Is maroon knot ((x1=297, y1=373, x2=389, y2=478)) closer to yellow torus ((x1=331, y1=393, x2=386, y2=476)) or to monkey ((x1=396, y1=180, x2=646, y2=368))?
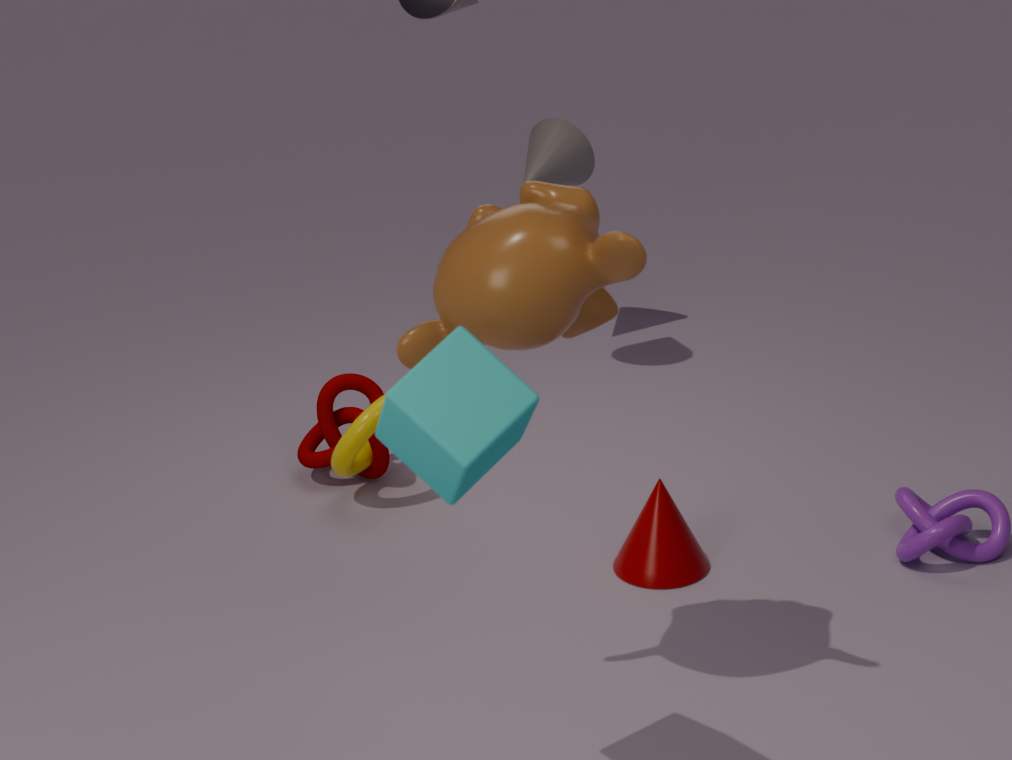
yellow torus ((x1=331, y1=393, x2=386, y2=476))
